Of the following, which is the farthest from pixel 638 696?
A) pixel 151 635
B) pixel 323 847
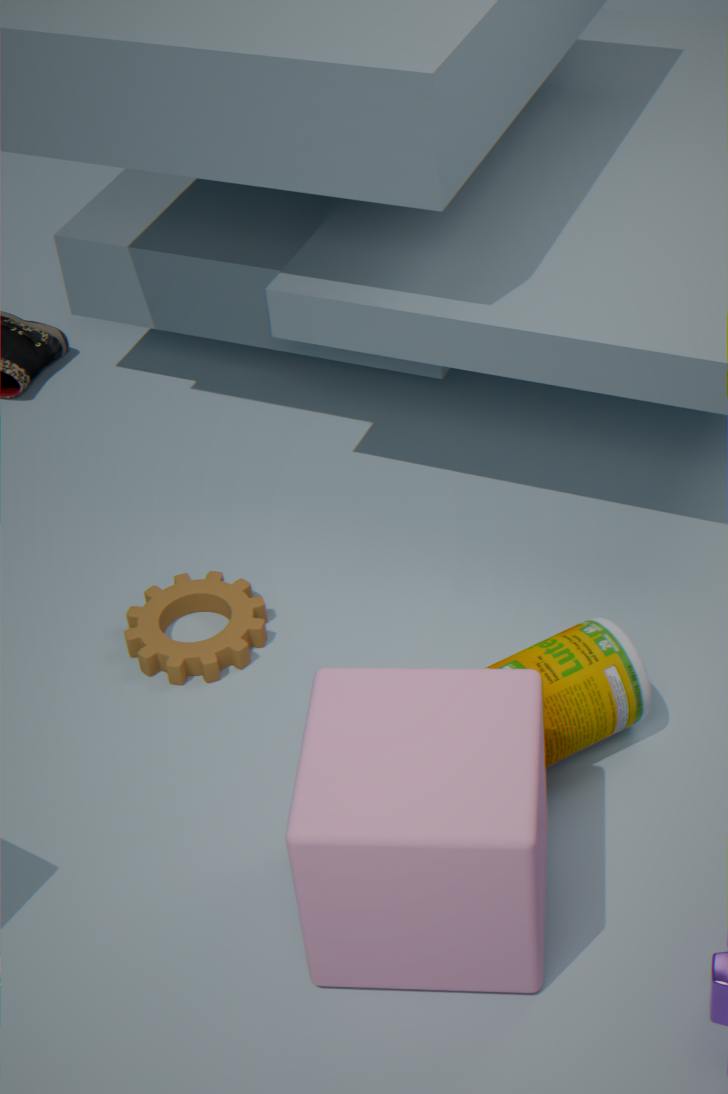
pixel 151 635
